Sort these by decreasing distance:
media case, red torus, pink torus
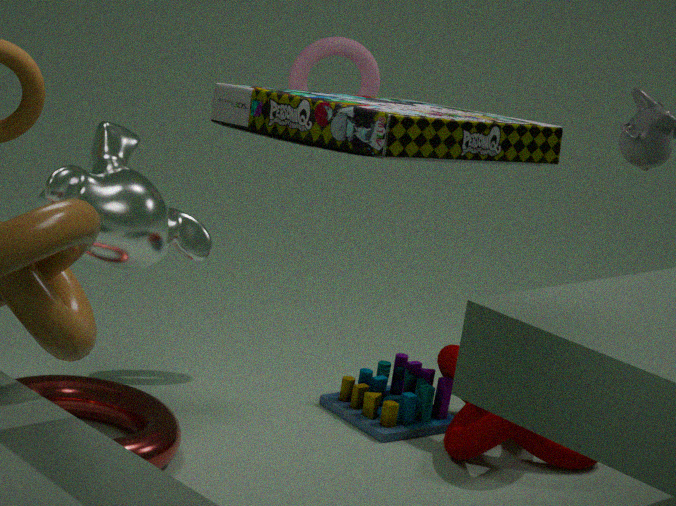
pink torus, red torus, media case
